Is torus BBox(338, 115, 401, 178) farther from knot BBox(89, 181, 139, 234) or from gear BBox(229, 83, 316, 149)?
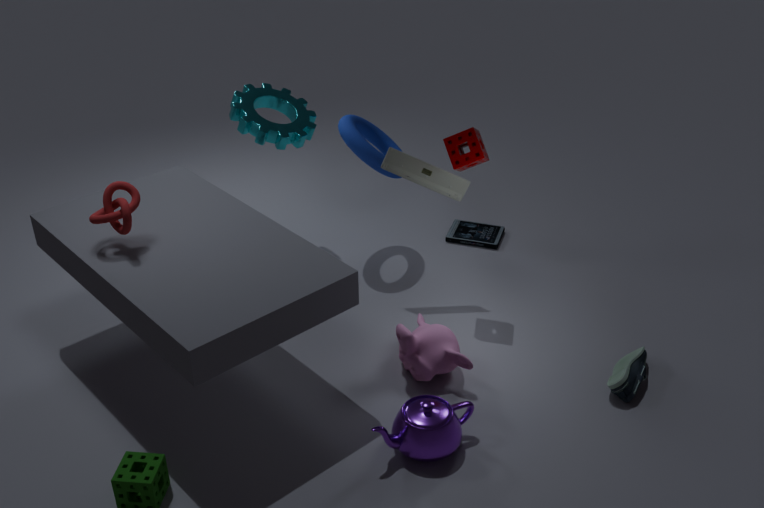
knot BBox(89, 181, 139, 234)
